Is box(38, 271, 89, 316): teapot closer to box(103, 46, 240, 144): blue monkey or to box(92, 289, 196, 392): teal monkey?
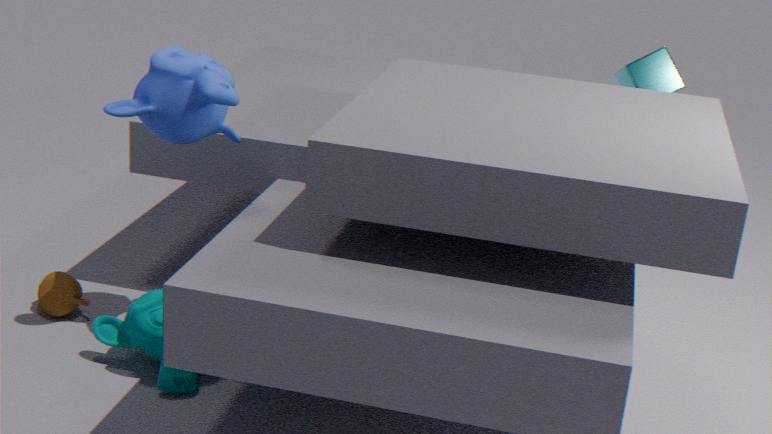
box(92, 289, 196, 392): teal monkey
